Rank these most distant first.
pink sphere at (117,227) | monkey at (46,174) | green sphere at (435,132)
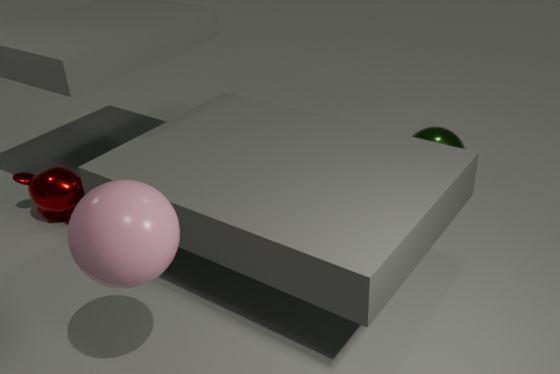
1. green sphere at (435,132)
2. monkey at (46,174)
3. pink sphere at (117,227)
